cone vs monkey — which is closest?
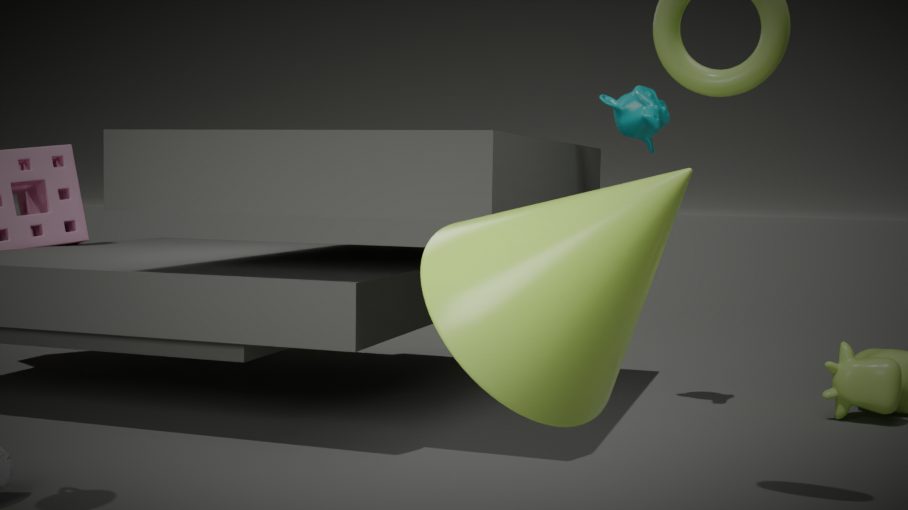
cone
